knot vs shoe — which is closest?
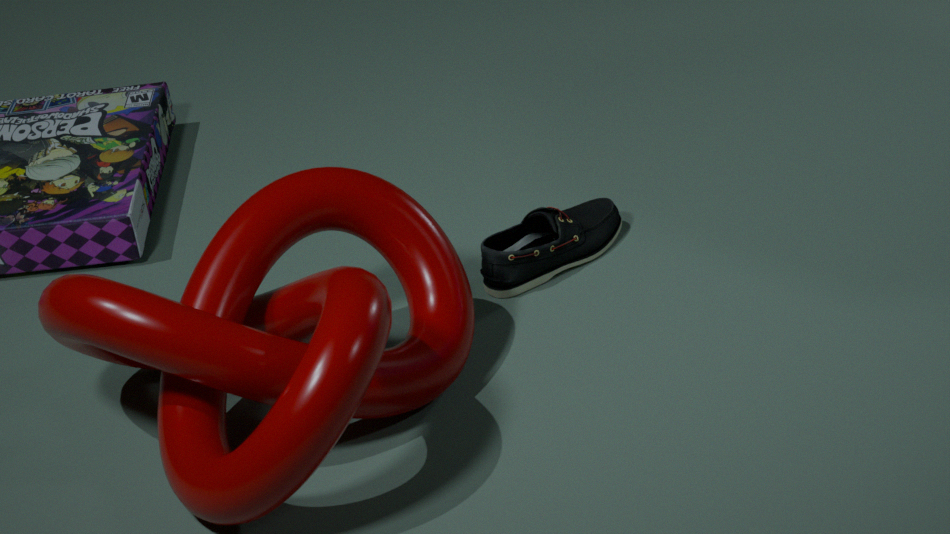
knot
